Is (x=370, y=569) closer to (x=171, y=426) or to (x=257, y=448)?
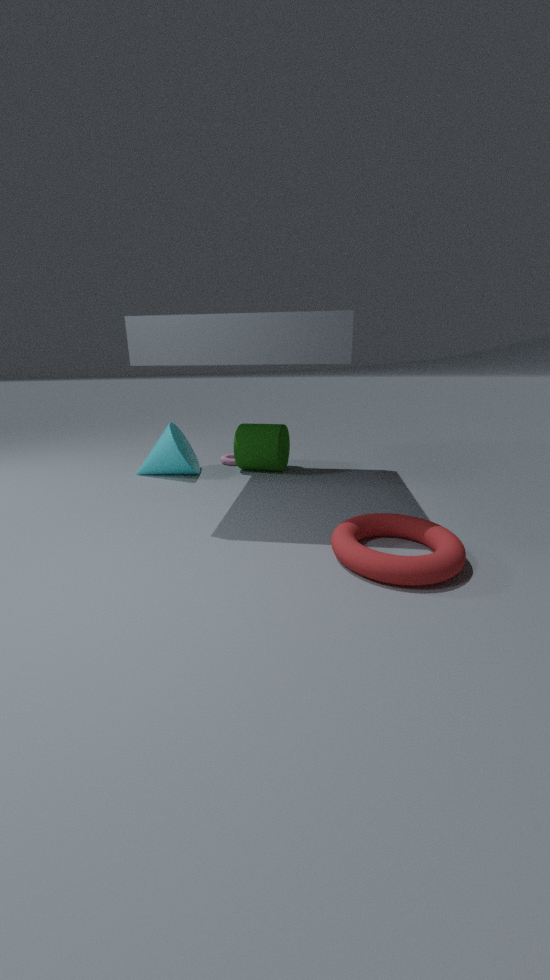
(x=257, y=448)
